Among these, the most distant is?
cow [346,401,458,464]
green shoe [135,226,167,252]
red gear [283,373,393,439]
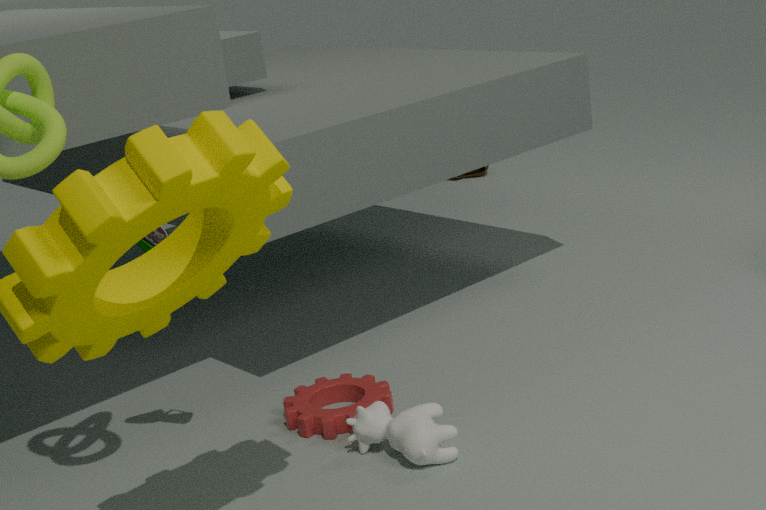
red gear [283,373,393,439]
